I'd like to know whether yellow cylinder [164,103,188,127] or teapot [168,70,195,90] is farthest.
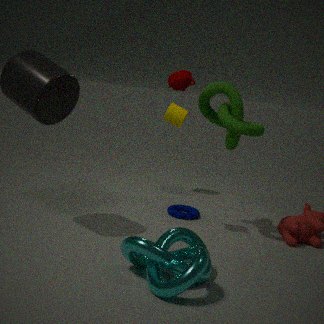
yellow cylinder [164,103,188,127]
